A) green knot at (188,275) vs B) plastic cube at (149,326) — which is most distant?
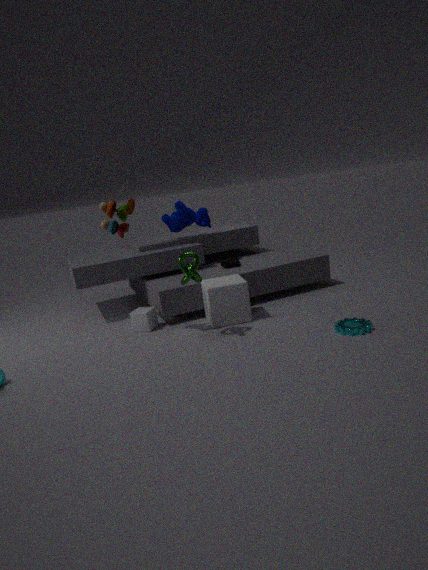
B. plastic cube at (149,326)
